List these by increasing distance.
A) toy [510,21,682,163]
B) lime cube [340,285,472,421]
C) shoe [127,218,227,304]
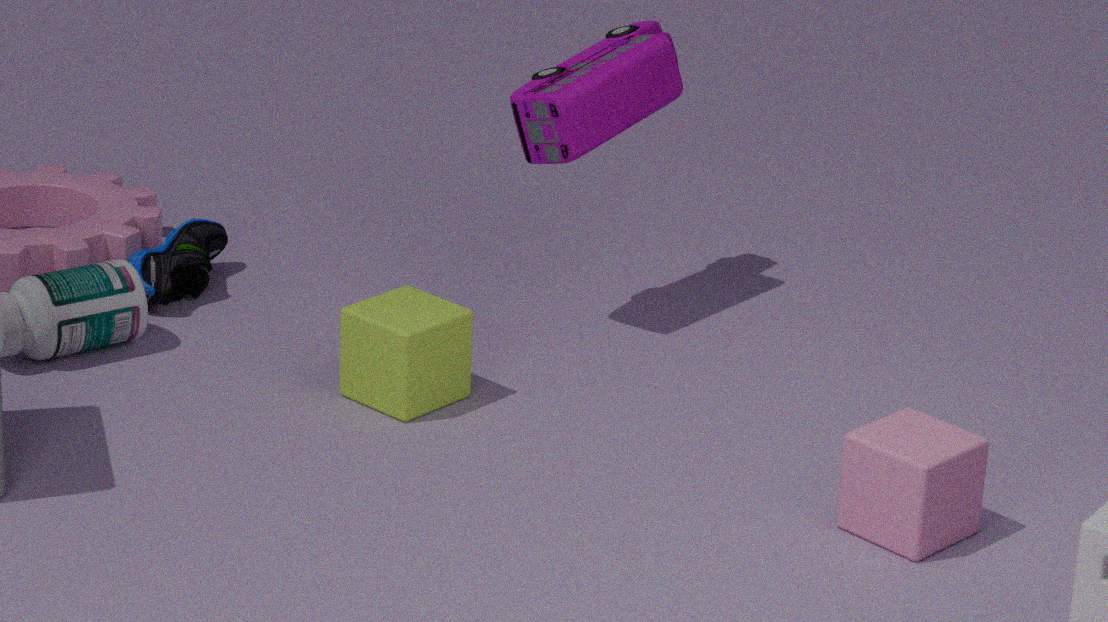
lime cube [340,285,472,421] → toy [510,21,682,163] → shoe [127,218,227,304]
